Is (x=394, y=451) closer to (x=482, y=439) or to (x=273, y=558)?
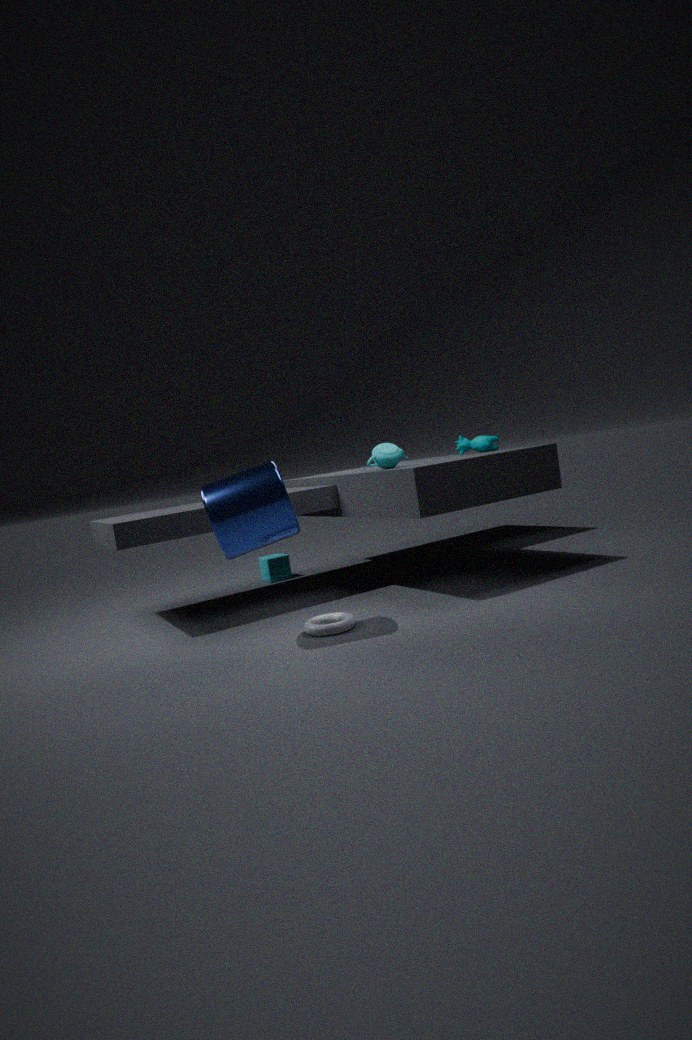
(x=482, y=439)
